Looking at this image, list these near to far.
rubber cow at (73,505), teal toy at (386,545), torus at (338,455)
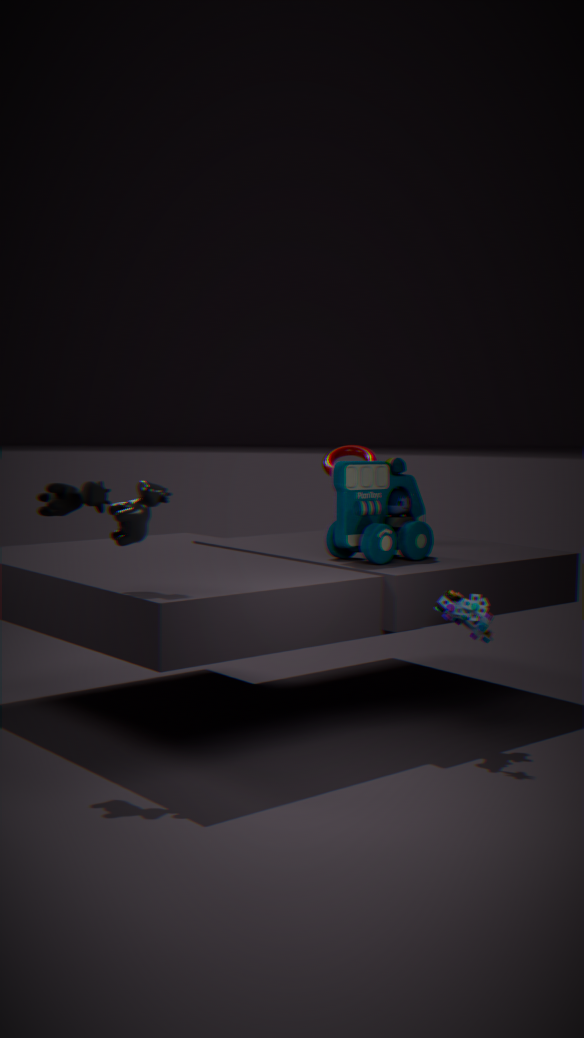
rubber cow at (73,505) < teal toy at (386,545) < torus at (338,455)
